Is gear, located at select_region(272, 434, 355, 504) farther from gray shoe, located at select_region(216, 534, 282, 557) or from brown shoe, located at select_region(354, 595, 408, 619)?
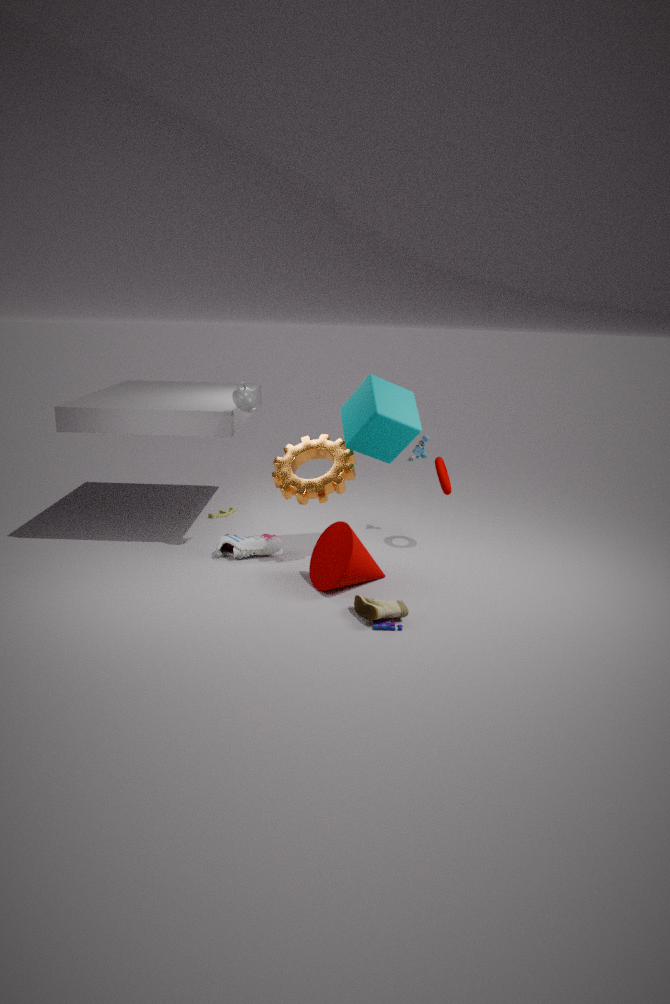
brown shoe, located at select_region(354, 595, 408, 619)
